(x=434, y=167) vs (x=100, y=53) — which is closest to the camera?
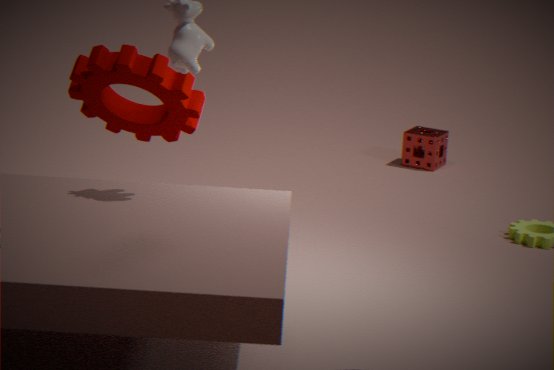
(x=100, y=53)
